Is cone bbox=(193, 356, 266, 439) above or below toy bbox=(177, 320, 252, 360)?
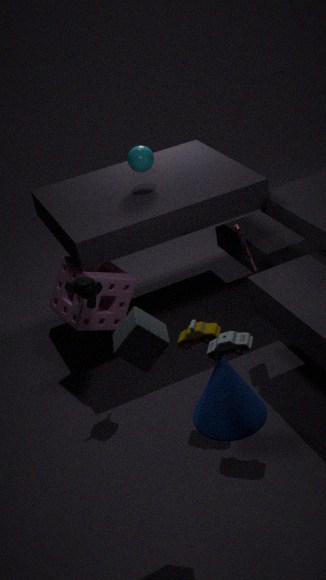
below
